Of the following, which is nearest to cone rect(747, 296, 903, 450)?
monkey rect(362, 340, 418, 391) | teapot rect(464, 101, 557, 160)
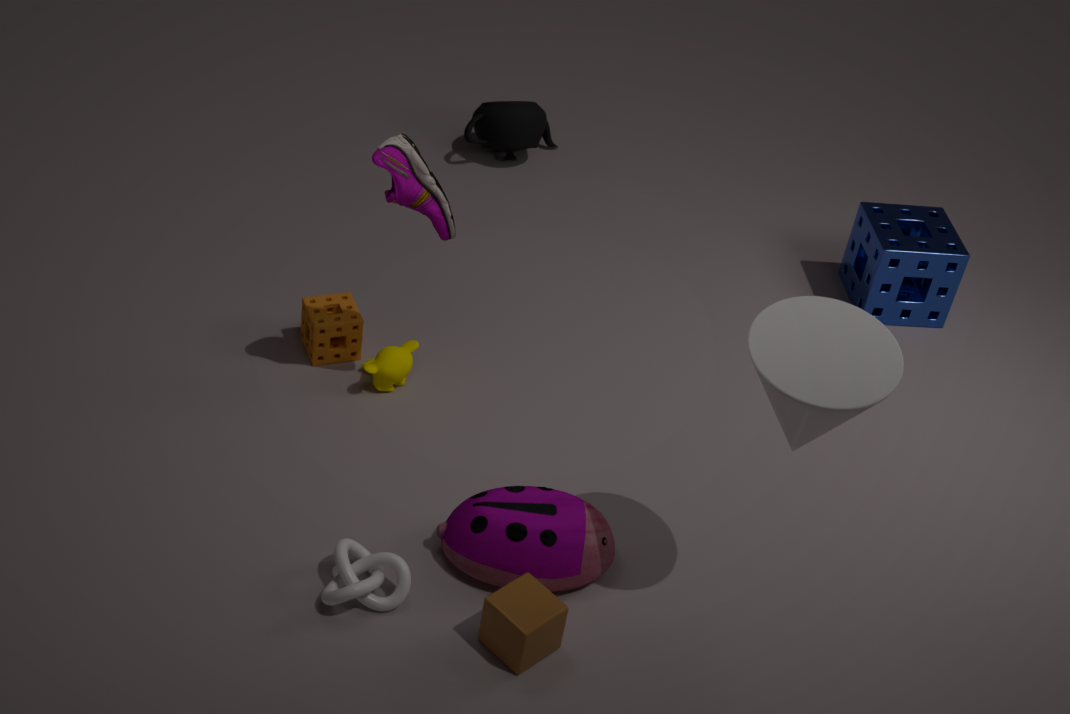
monkey rect(362, 340, 418, 391)
